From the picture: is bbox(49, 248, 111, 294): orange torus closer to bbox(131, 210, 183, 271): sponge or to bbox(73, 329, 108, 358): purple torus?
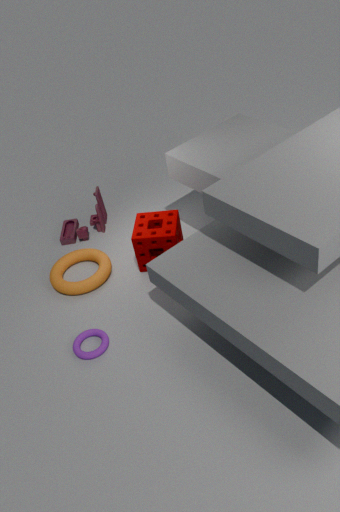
bbox(131, 210, 183, 271): sponge
